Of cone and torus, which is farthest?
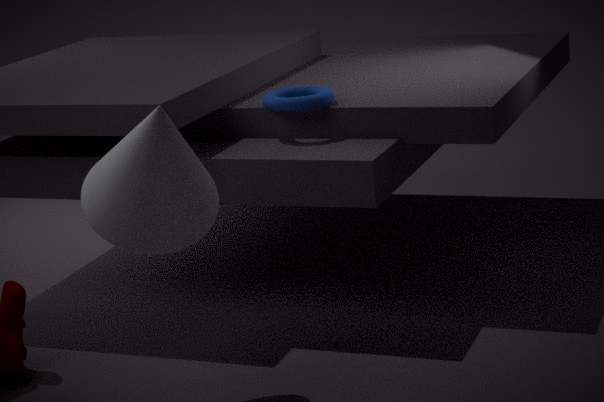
torus
